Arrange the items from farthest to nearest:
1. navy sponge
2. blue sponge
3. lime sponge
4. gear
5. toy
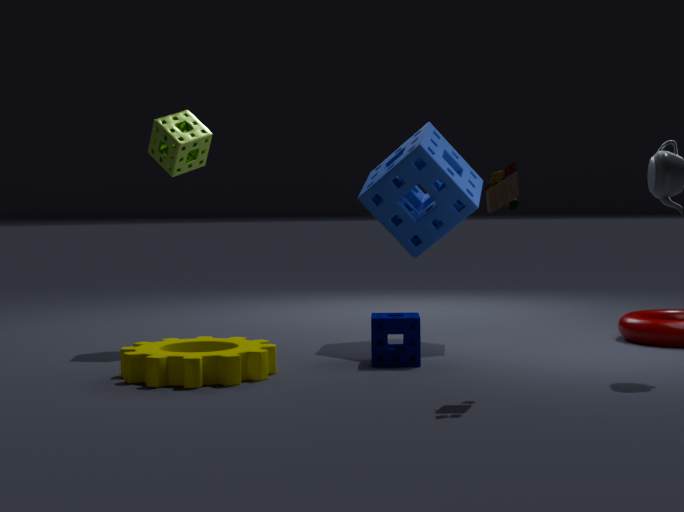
lime sponge < blue sponge < navy sponge < gear < toy
